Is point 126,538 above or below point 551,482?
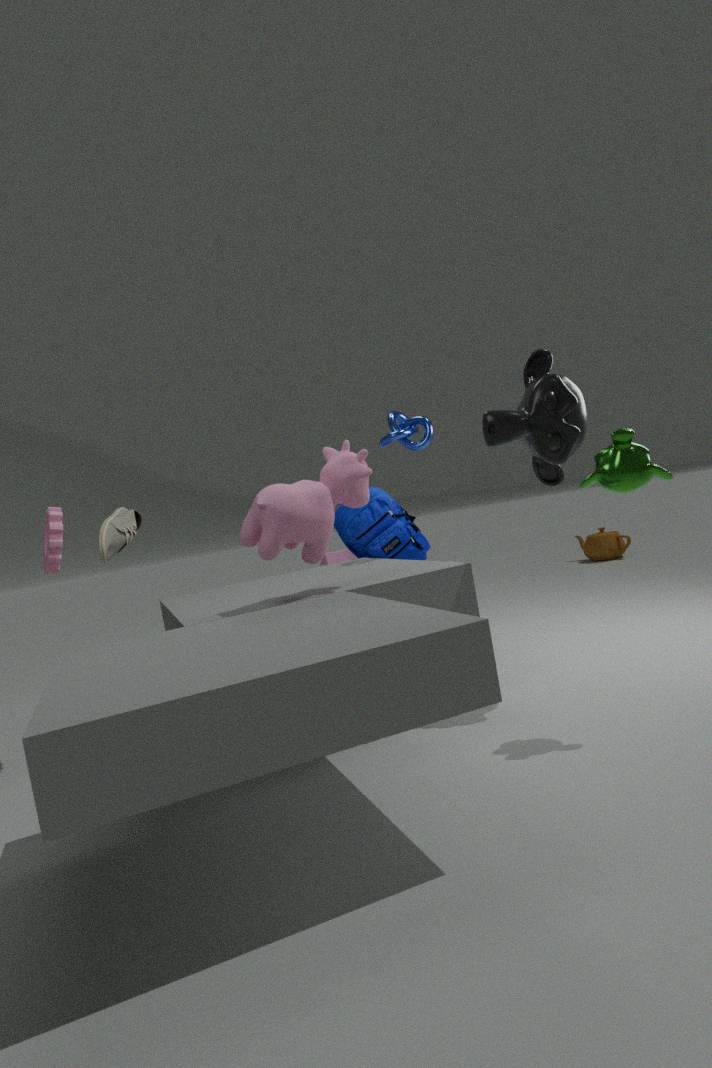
below
